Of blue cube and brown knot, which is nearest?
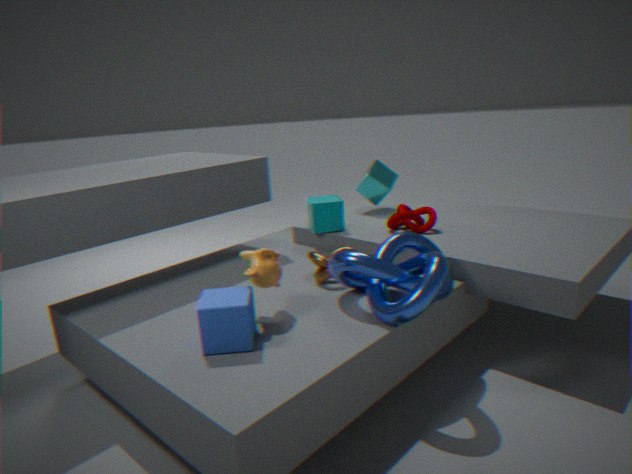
blue cube
